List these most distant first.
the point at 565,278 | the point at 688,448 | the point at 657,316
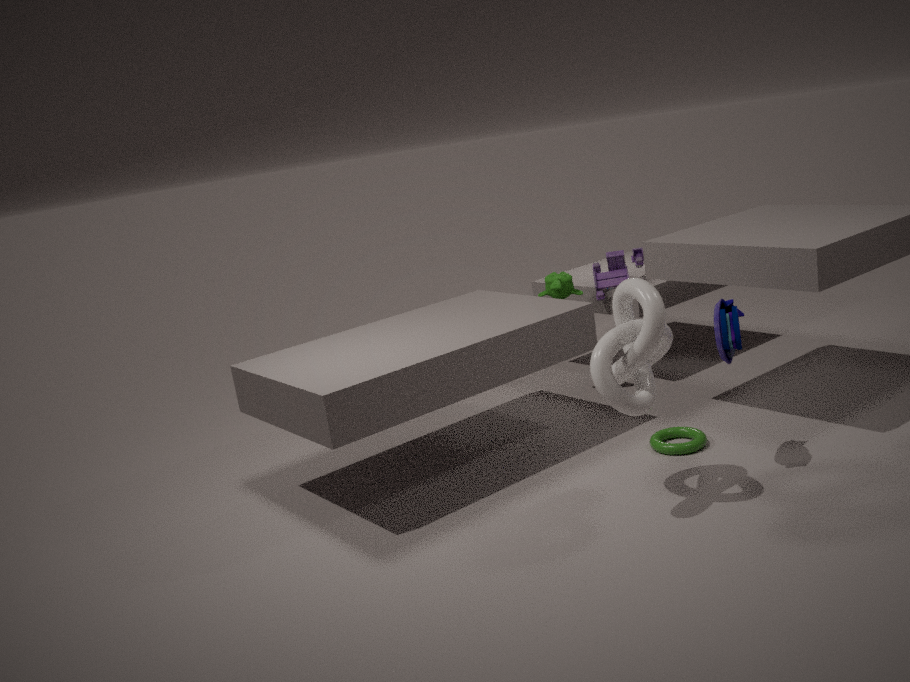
1. the point at 565,278
2. the point at 688,448
3. the point at 657,316
